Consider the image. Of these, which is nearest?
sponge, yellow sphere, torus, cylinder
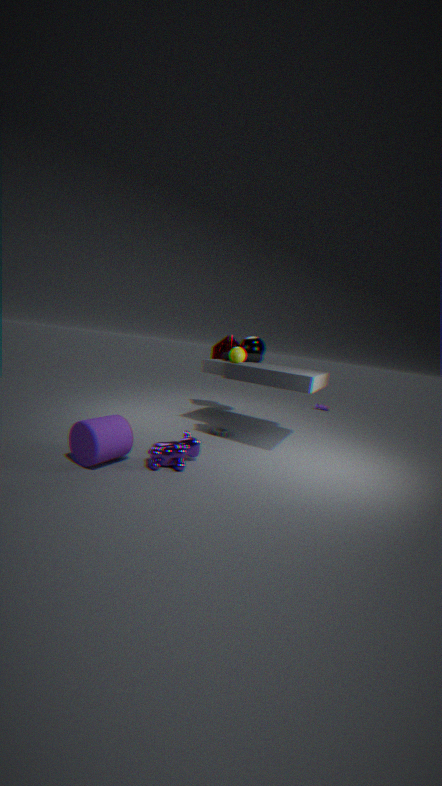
cylinder
